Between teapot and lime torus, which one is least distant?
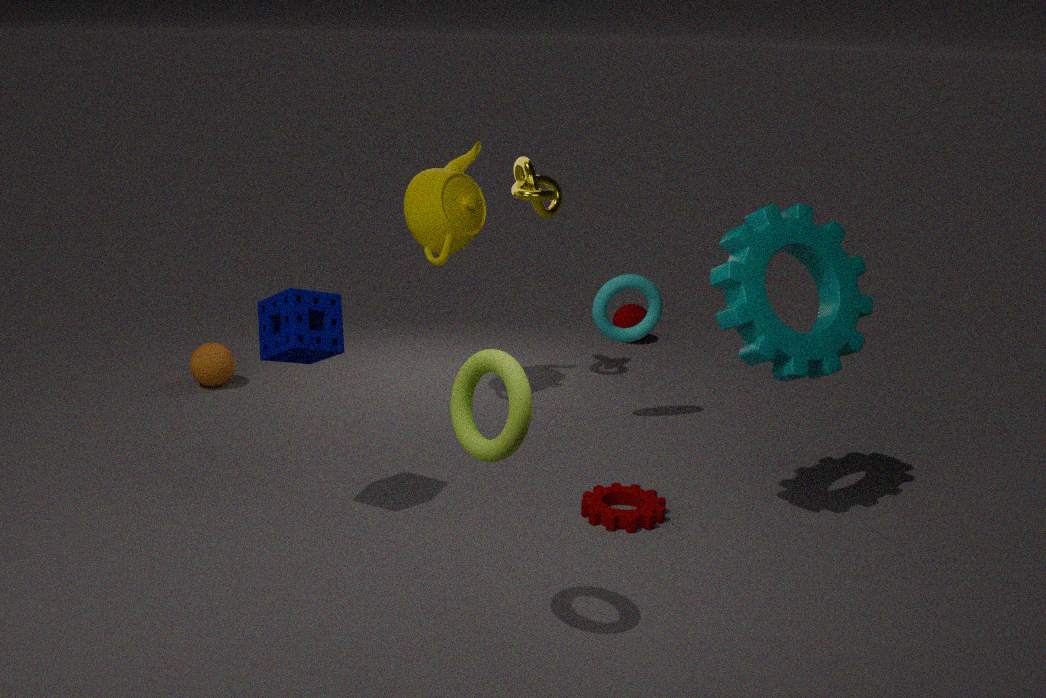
lime torus
